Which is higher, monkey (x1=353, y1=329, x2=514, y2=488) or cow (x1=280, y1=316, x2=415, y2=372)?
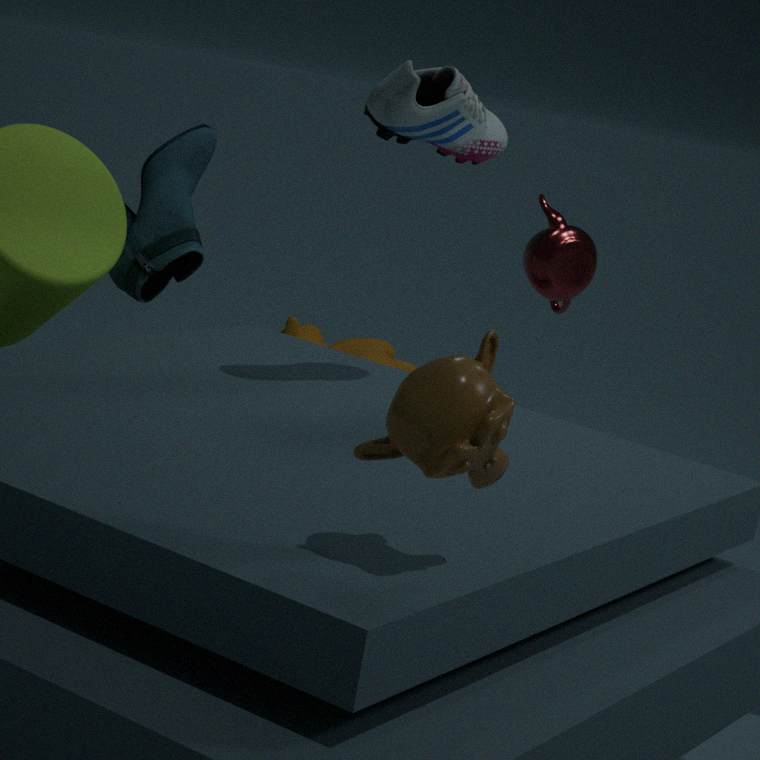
monkey (x1=353, y1=329, x2=514, y2=488)
